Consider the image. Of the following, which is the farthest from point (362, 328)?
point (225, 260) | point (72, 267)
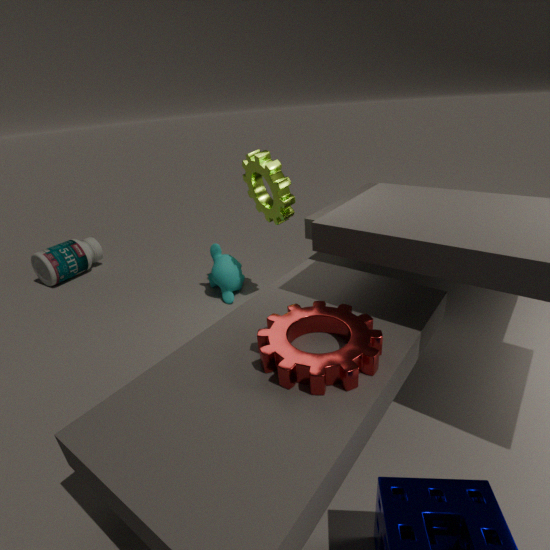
point (72, 267)
